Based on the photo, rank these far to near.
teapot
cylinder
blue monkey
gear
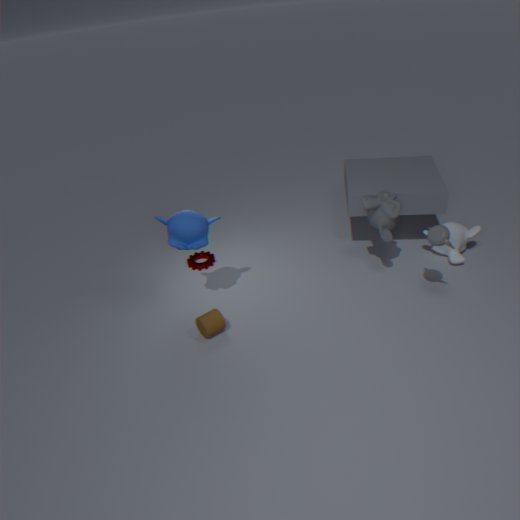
1. gear
2. cylinder
3. blue monkey
4. teapot
